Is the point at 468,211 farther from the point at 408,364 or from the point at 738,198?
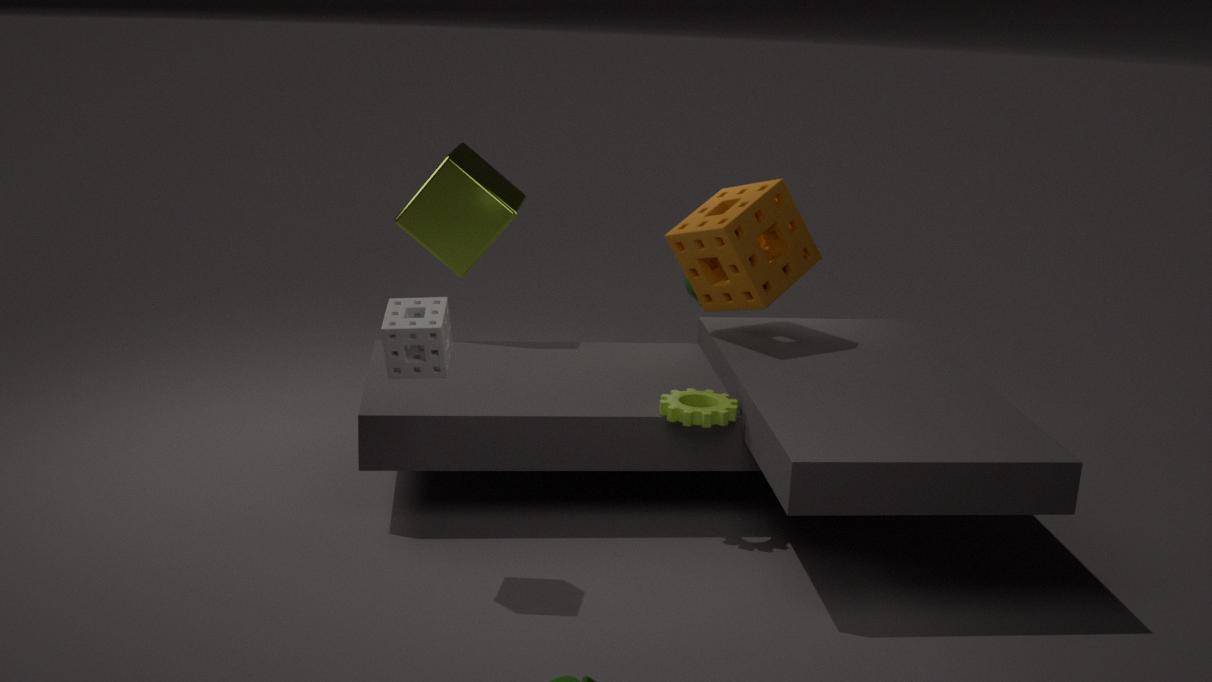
the point at 408,364
